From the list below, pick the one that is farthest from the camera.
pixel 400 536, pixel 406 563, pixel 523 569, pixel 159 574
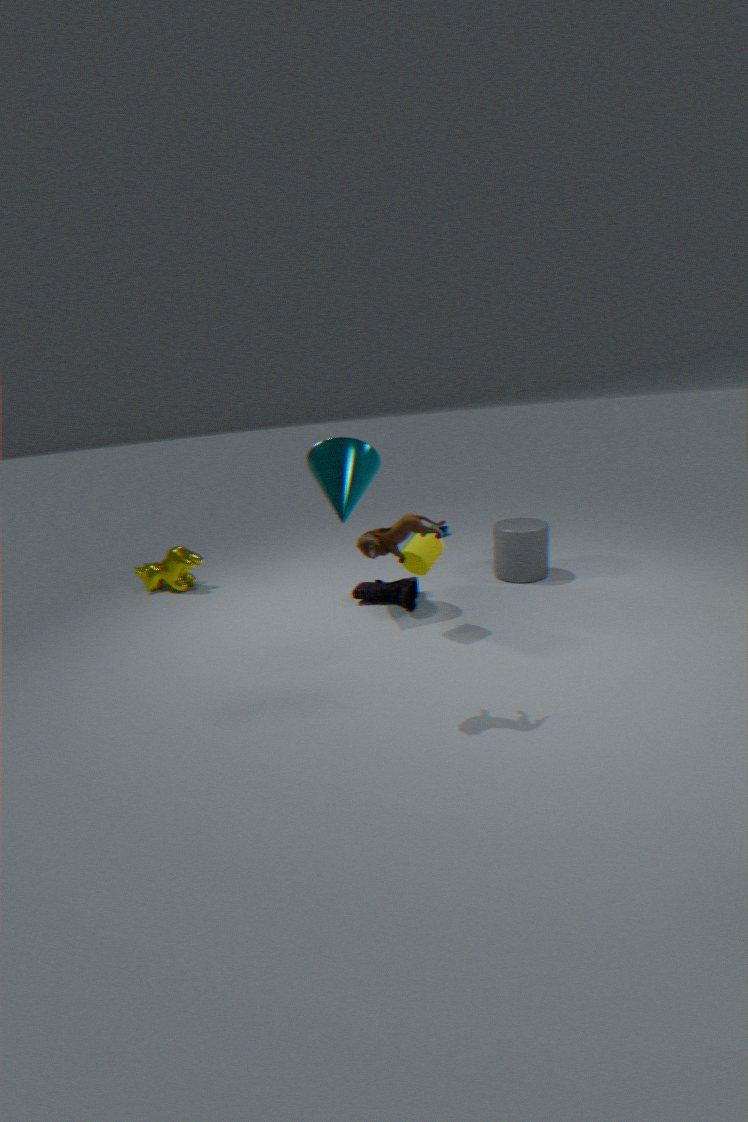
pixel 159 574
